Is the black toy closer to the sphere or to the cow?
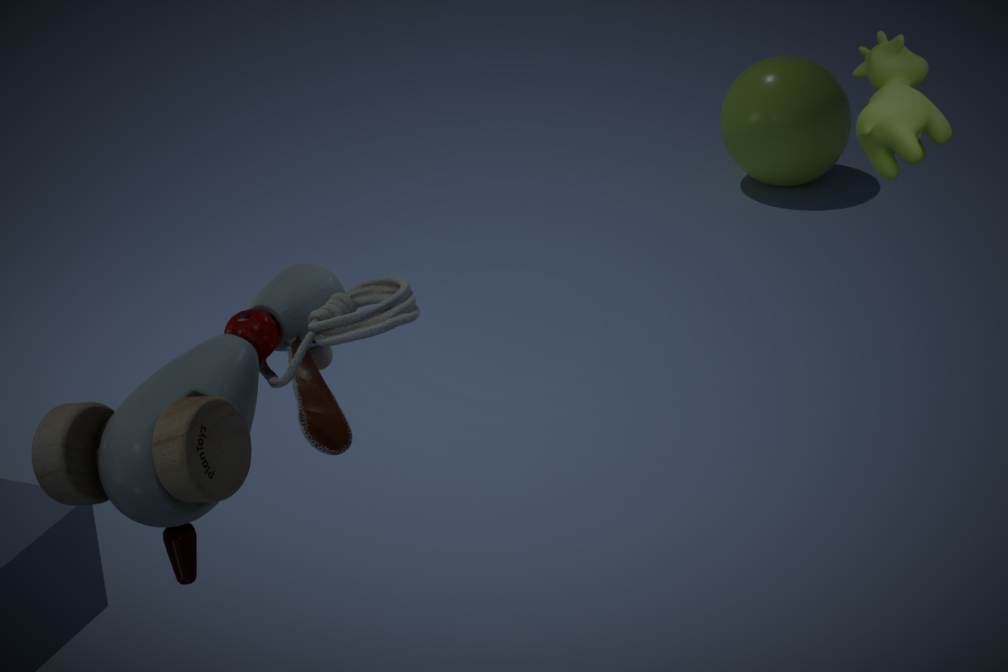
the cow
